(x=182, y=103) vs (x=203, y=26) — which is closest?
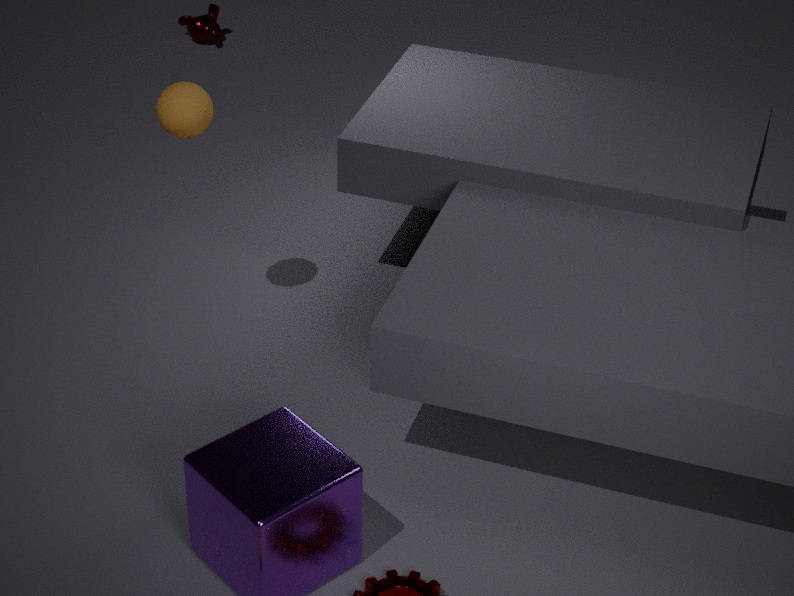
(x=182, y=103)
